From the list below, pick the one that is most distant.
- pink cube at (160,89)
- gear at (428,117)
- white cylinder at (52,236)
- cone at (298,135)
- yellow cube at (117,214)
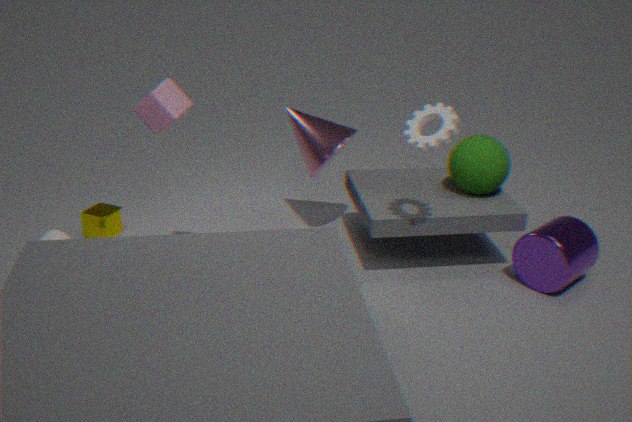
yellow cube at (117,214)
